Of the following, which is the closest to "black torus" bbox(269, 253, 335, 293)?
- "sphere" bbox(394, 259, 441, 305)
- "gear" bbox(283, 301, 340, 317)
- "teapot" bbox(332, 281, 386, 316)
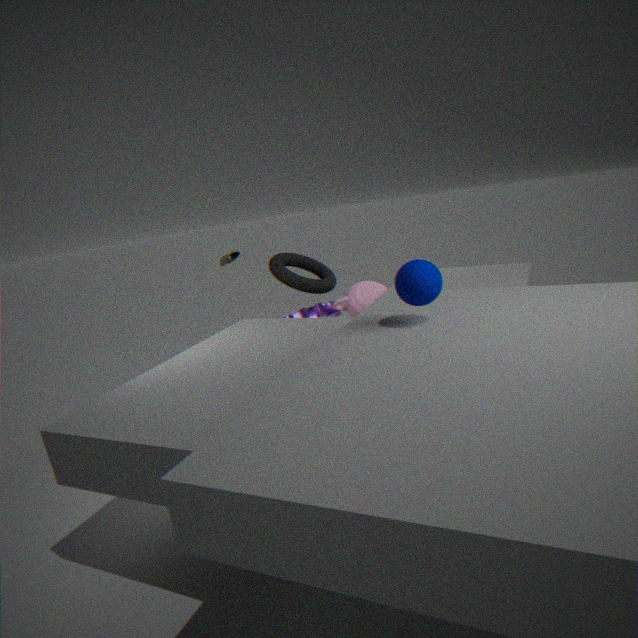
"gear" bbox(283, 301, 340, 317)
